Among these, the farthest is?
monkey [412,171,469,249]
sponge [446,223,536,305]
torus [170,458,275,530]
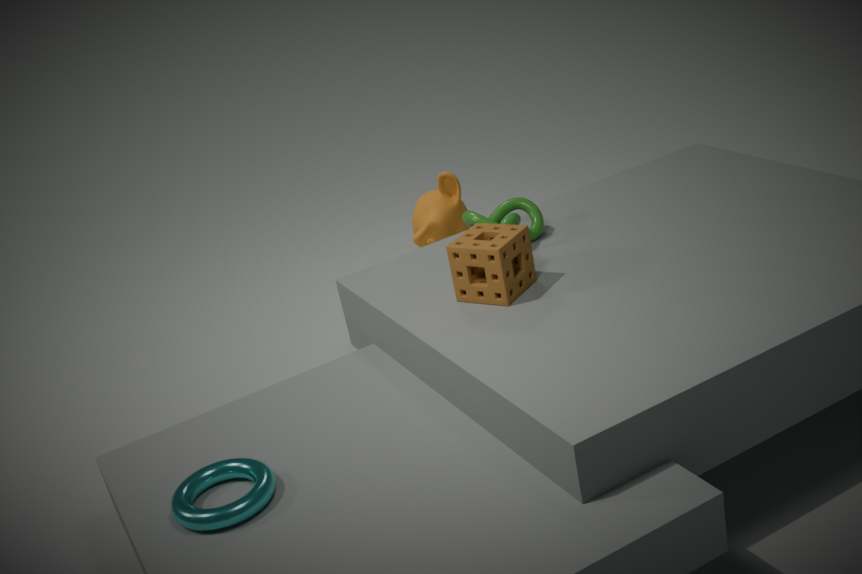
monkey [412,171,469,249]
